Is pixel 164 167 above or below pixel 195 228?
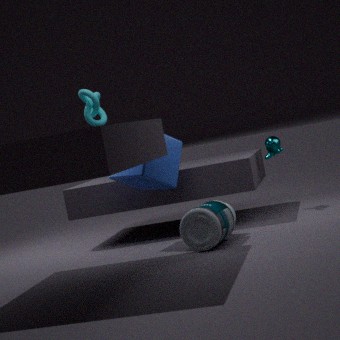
above
